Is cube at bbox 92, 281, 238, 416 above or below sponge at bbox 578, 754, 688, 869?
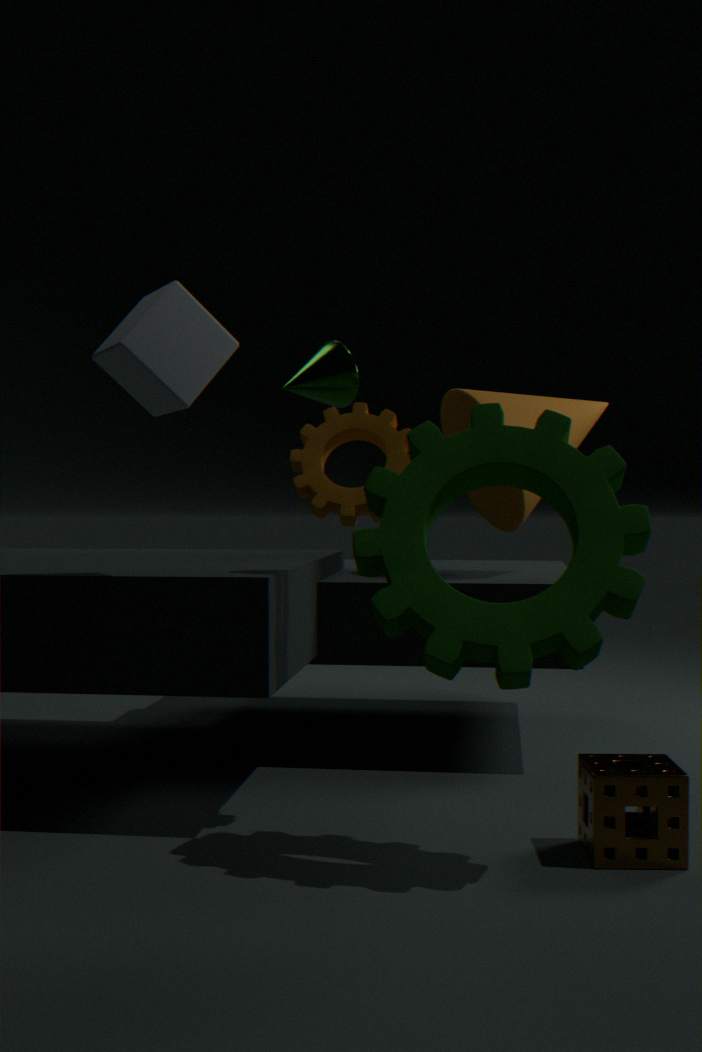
above
